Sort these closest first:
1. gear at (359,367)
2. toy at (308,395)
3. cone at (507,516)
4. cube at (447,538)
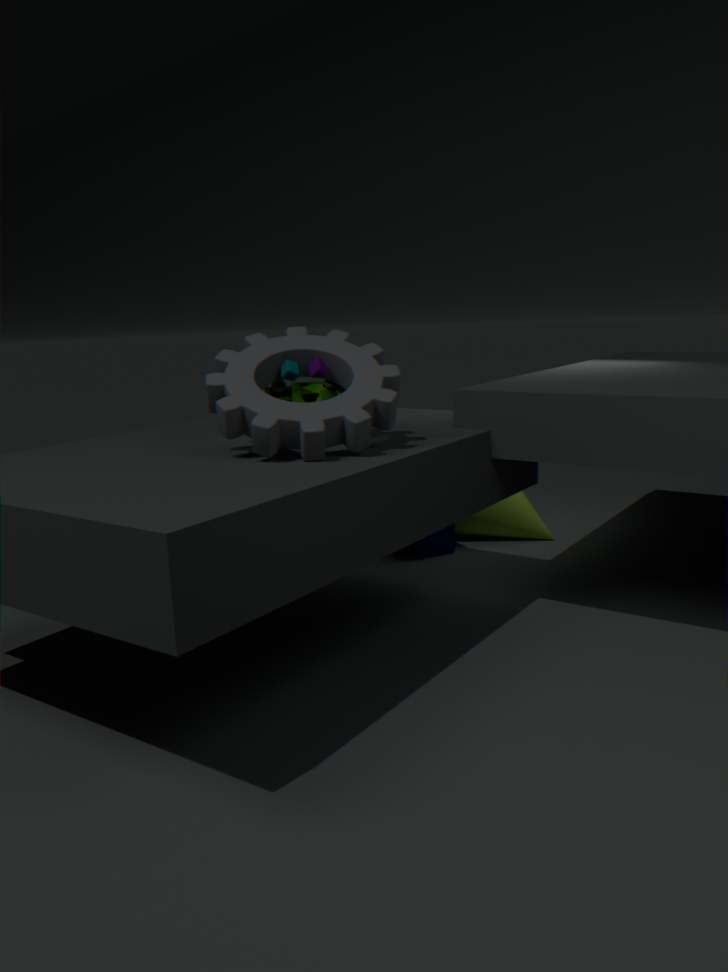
1. gear at (359,367)
2. toy at (308,395)
3. cube at (447,538)
4. cone at (507,516)
